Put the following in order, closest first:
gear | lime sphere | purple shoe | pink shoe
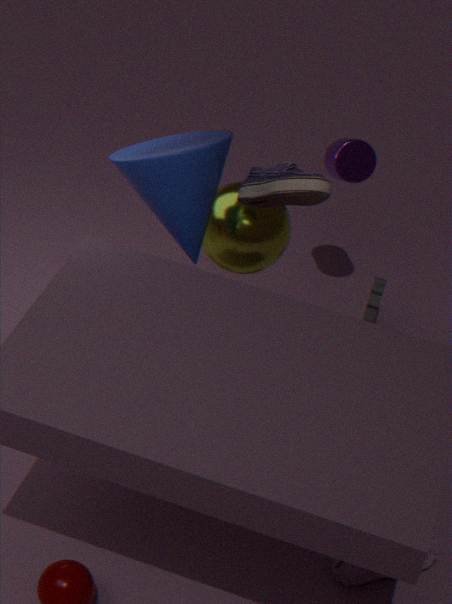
purple shoe < pink shoe < lime sphere < gear
